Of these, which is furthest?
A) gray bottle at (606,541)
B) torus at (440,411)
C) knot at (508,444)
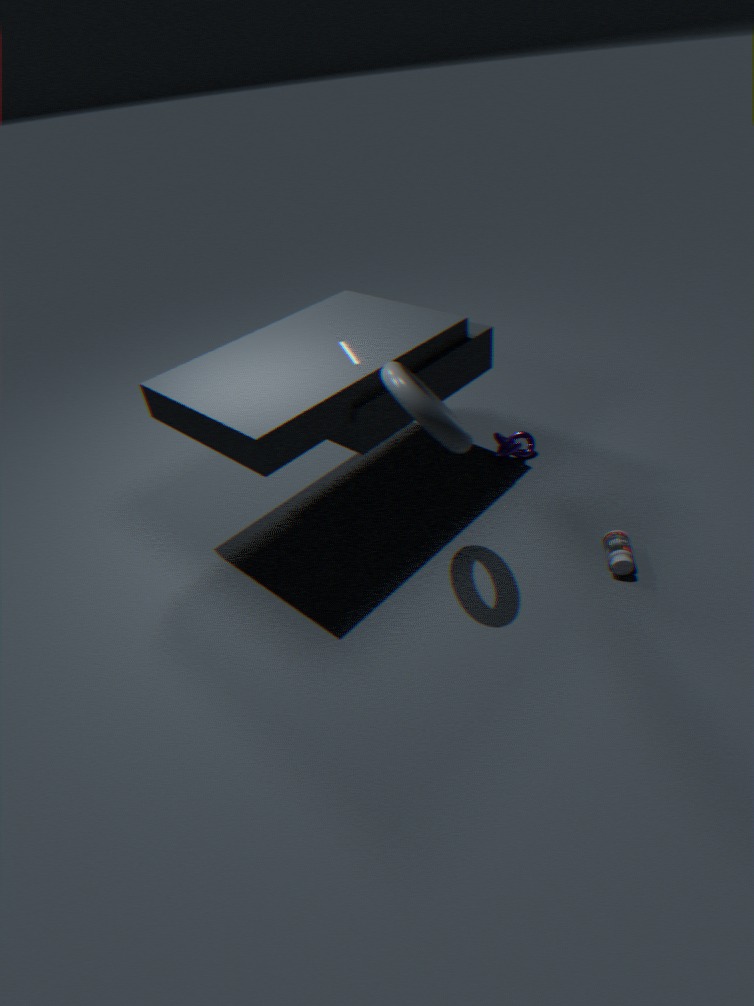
knot at (508,444)
